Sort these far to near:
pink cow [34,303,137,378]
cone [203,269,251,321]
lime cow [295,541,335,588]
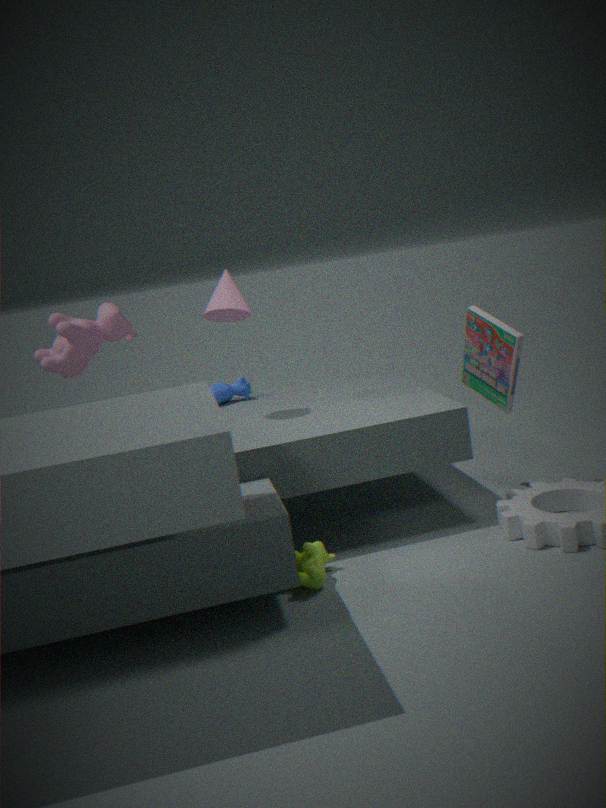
pink cow [34,303,137,378] → cone [203,269,251,321] → lime cow [295,541,335,588]
